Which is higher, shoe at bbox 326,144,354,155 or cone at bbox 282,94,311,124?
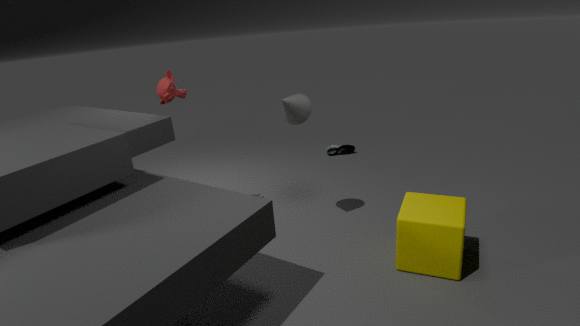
cone at bbox 282,94,311,124
